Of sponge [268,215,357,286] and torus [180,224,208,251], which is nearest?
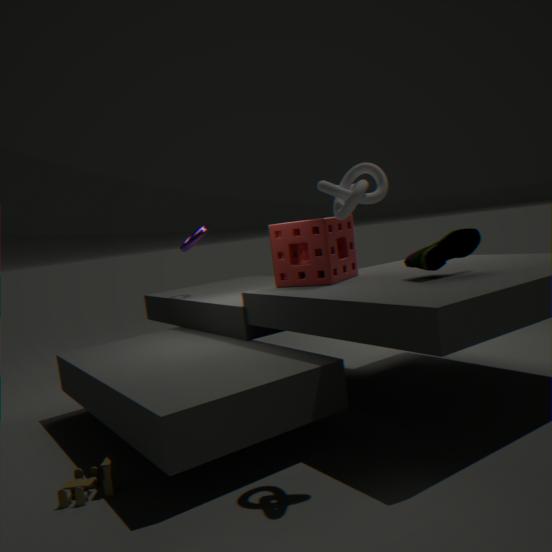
sponge [268,215,357,286]
